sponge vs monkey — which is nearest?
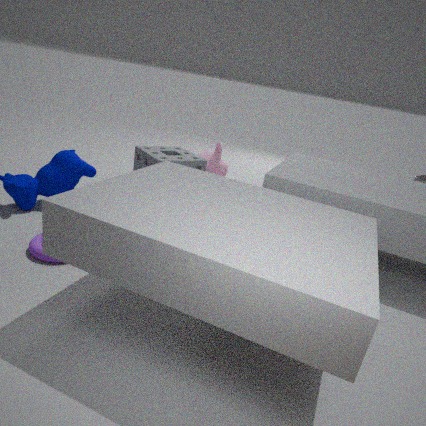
sponge
